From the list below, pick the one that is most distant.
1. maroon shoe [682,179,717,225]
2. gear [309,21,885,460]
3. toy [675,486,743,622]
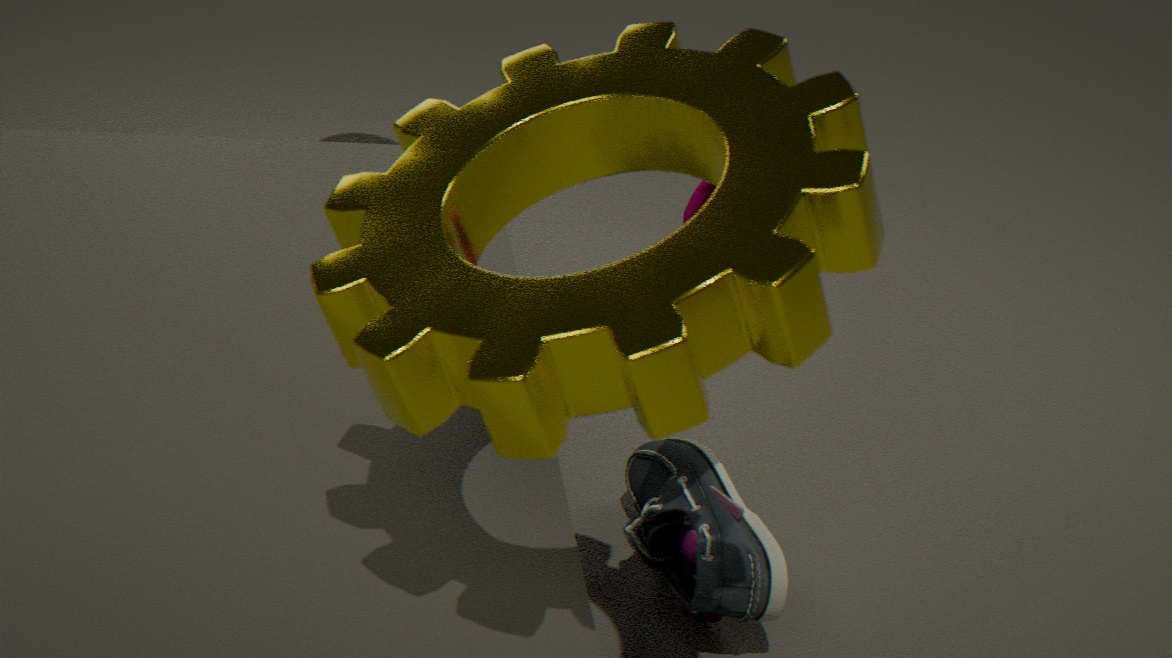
toy [675,486,743,622]
